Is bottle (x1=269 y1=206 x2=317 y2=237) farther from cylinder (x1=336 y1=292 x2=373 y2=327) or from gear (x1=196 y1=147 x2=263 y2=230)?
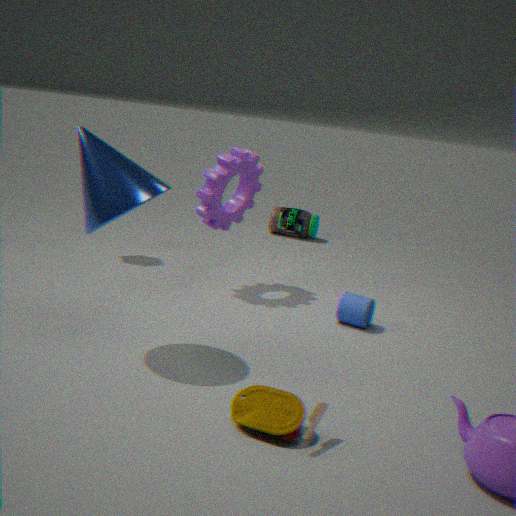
cylinder (x1=336 y1=292 x2=373 y2=327)
